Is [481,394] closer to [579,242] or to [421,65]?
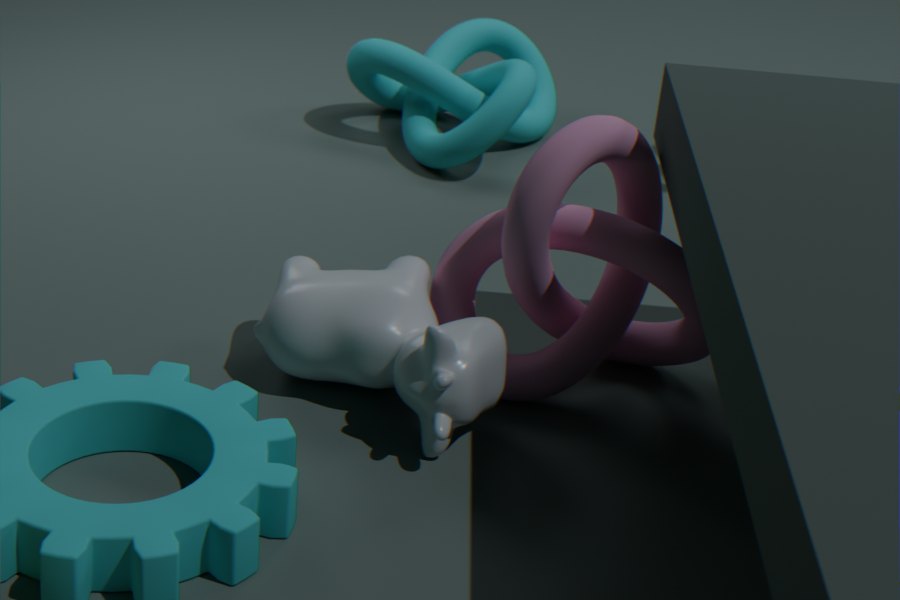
[579,242]
